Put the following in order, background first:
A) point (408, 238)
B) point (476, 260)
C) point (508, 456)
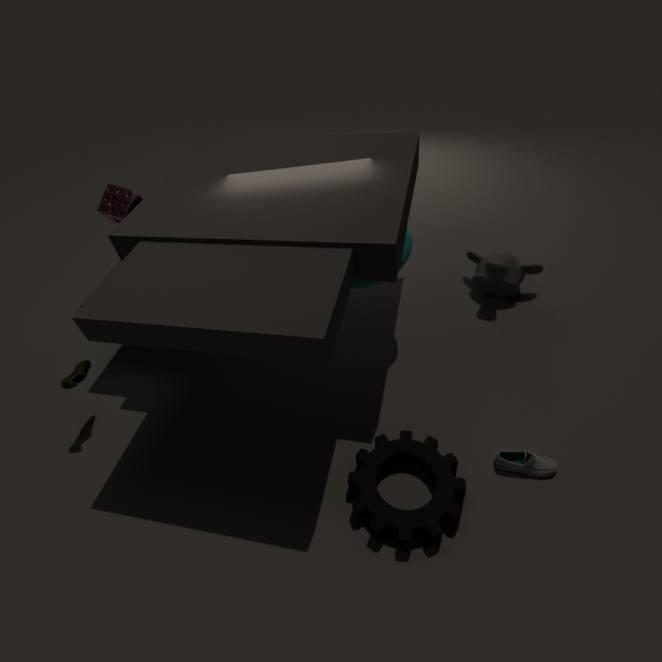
point (476, 260) → point (408, 238) → point (508, 456)
